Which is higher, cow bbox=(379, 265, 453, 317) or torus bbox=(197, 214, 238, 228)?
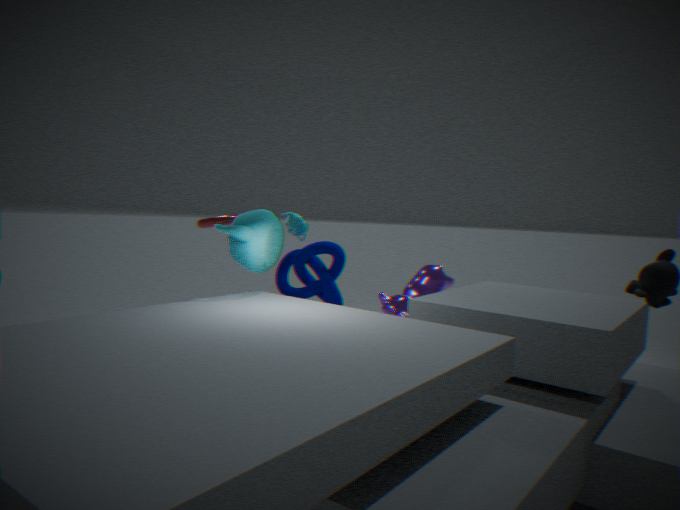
torus bbox=(197, 214, 238, 228)
